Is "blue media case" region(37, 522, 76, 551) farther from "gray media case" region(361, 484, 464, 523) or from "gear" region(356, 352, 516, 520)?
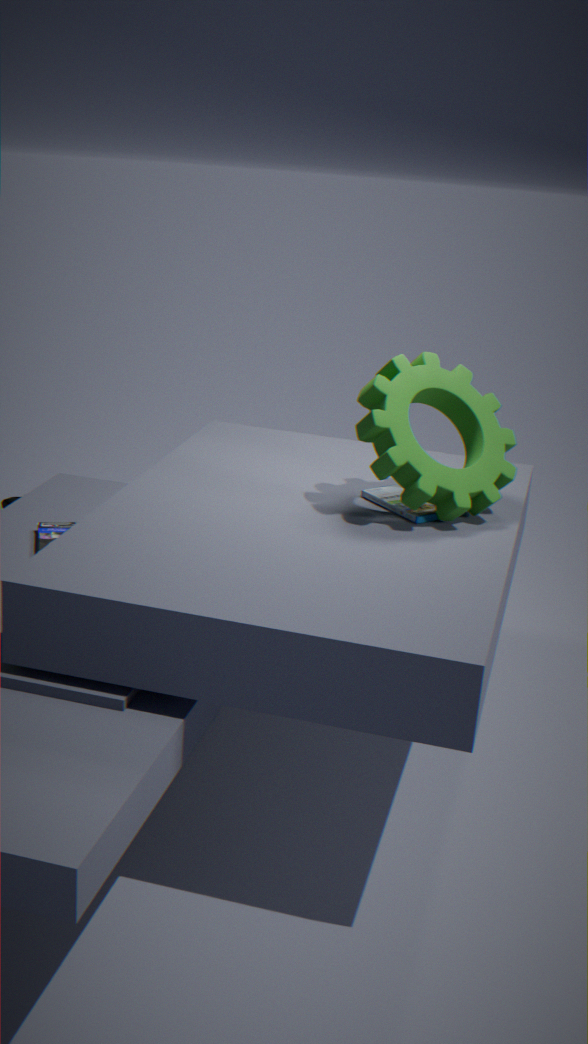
"gear" region(356, 352, 516, 520)
